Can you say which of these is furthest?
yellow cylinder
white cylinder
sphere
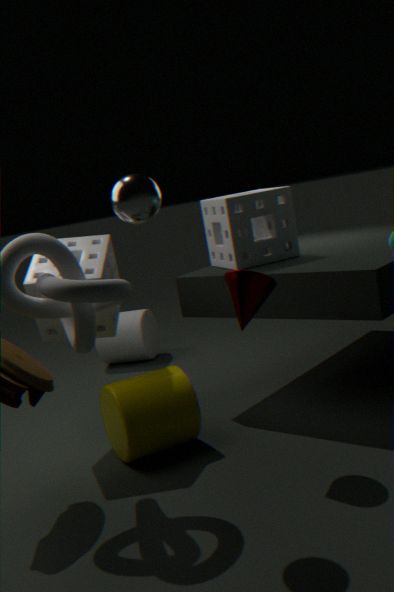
white cylinder
